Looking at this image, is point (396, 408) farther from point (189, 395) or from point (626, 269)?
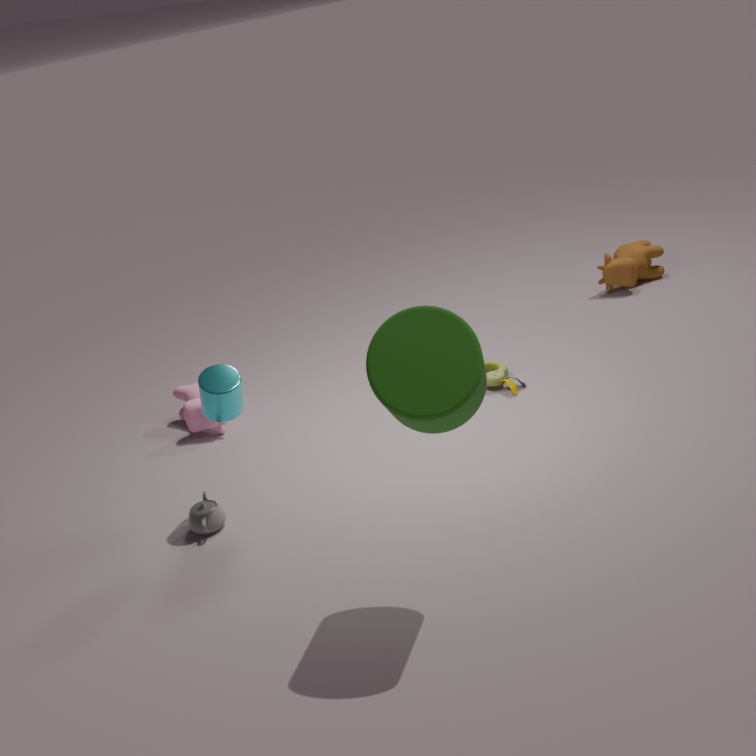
point (626, 269)
